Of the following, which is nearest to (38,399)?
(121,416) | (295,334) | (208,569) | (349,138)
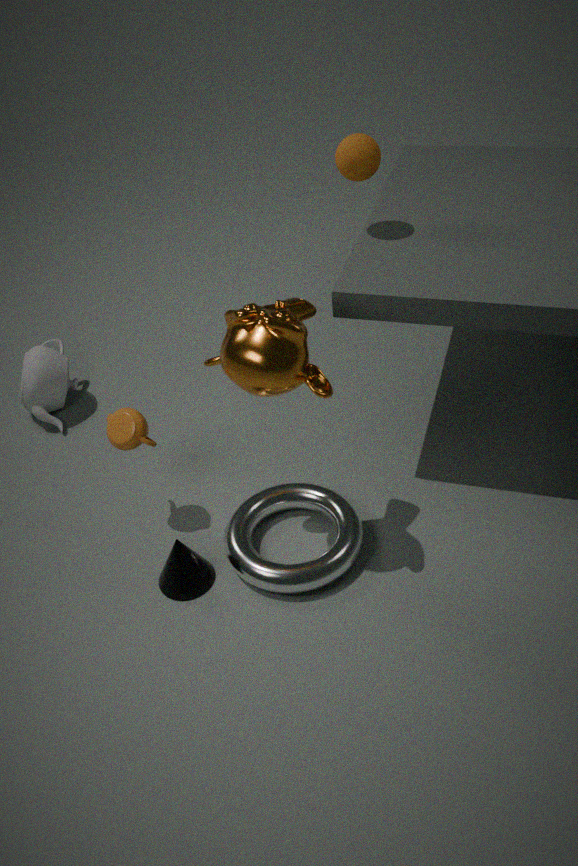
(121,416)
